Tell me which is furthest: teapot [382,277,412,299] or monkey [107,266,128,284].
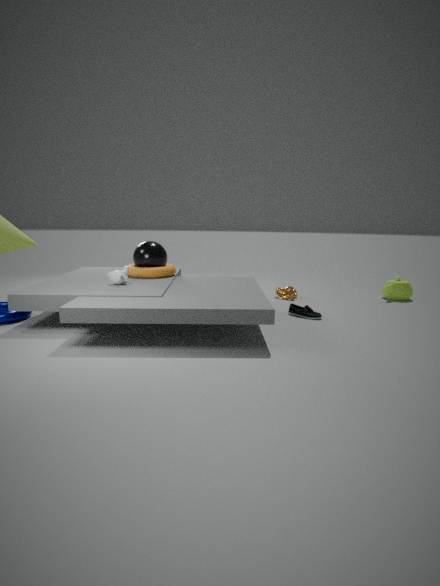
teapot [382,277,412,299]
